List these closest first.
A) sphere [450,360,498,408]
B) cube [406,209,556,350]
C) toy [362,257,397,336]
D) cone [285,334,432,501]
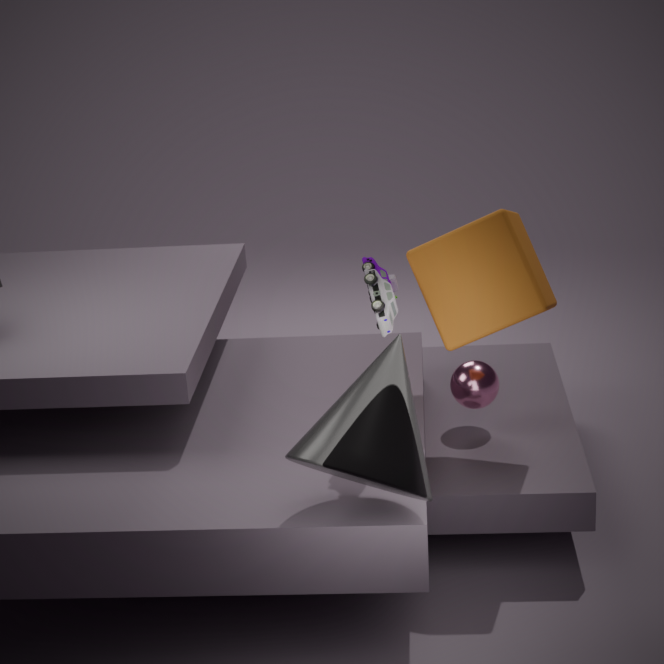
cone [285,334,432,501], toy [362,257,397,336], cube [406,209,556,350], sphere [450,360,498,408]
